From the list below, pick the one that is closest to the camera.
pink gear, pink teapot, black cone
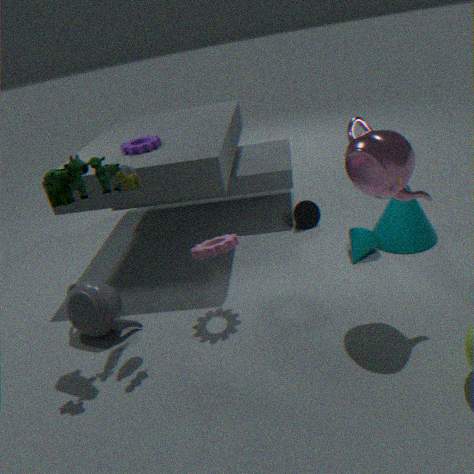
pink teapot
